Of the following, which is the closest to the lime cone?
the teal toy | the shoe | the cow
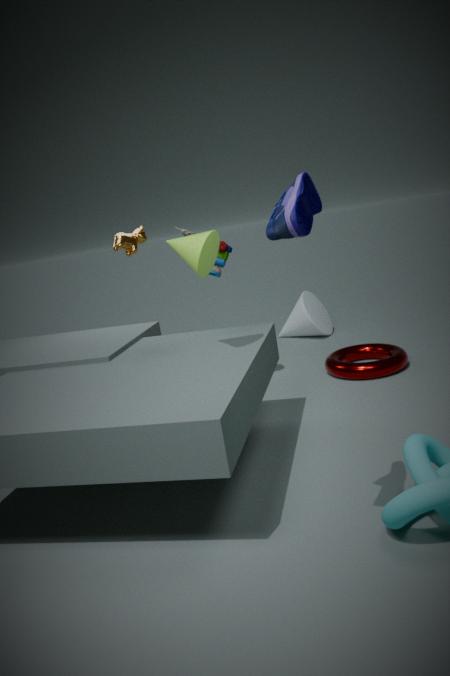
the shoe
